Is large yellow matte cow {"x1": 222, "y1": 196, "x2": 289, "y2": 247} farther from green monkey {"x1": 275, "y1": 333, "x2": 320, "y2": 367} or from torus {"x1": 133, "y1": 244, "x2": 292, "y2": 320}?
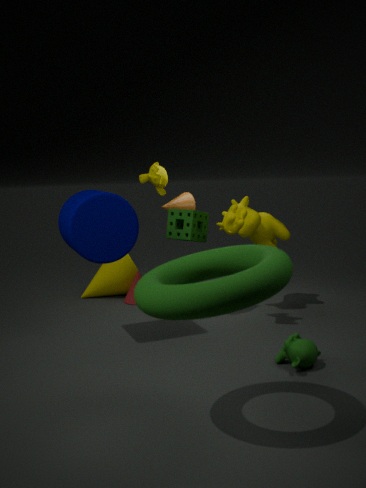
torus {"x1": 133, "y1": 244, "x2": 292, "y2": 320}
